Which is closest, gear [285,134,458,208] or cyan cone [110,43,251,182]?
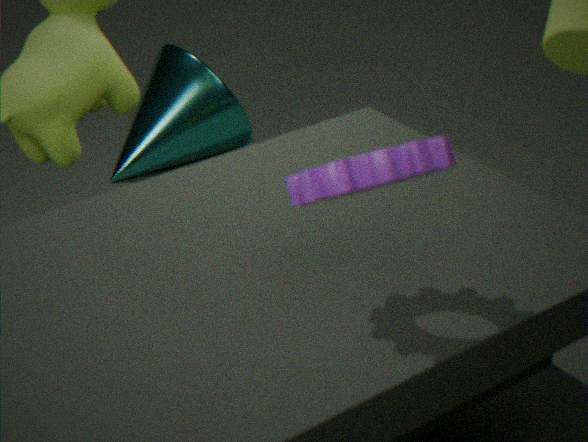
gear [285,134,458,208]
